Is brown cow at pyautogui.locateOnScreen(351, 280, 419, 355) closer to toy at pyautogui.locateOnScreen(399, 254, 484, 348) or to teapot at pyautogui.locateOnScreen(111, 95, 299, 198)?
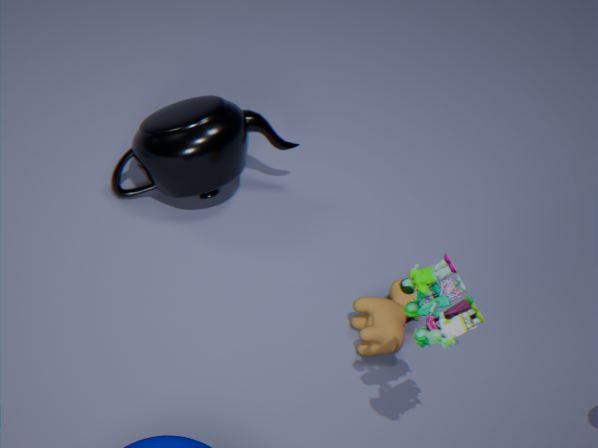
toy at pyautogui.locateOnScreen(399, 254, 484, 348)
